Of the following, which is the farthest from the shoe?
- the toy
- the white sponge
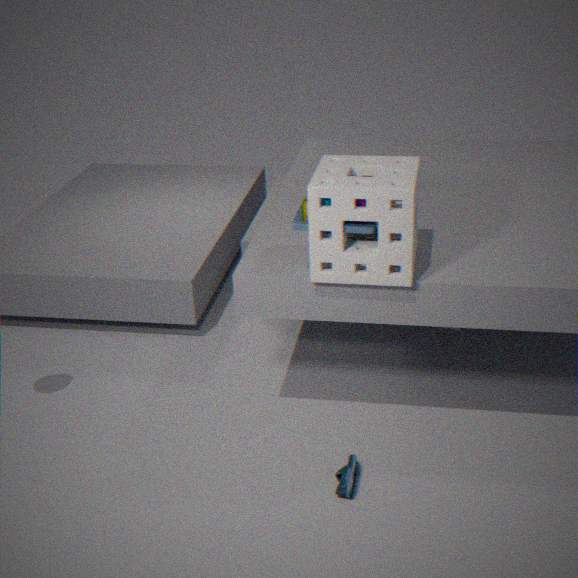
the toy
